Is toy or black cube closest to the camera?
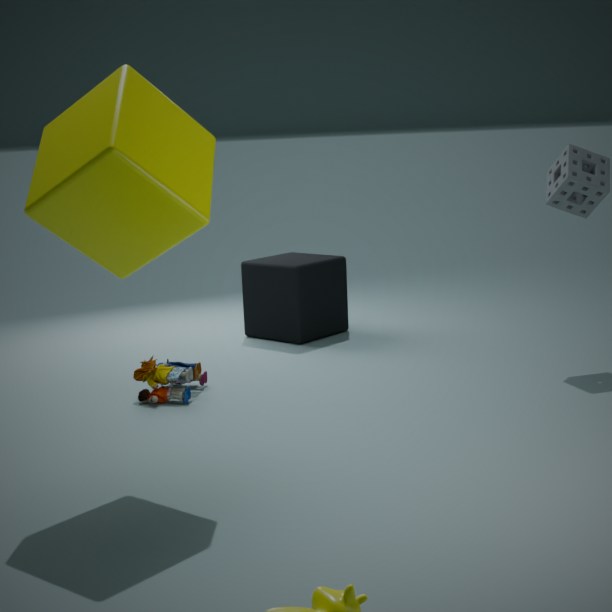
toy
